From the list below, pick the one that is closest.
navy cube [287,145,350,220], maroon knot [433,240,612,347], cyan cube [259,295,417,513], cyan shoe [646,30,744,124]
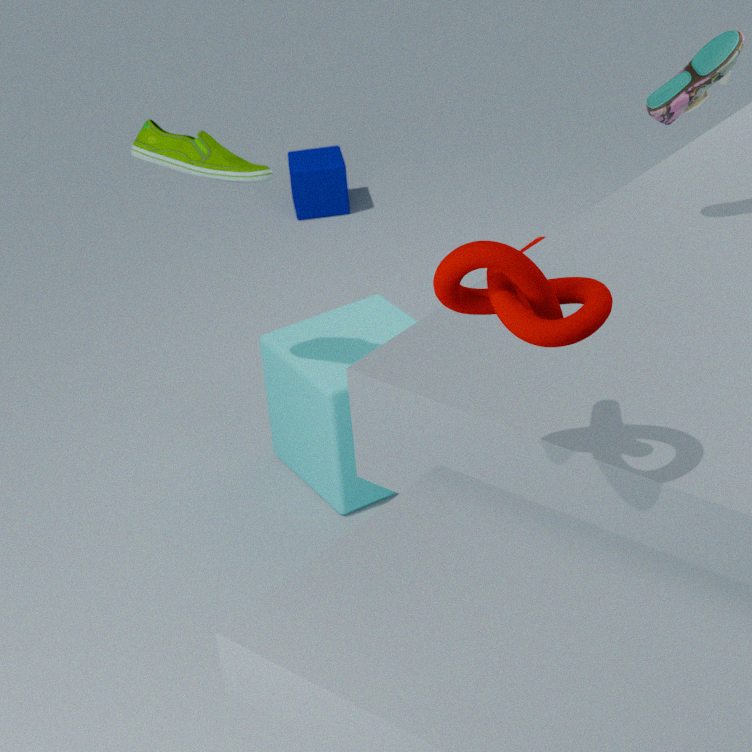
maroon knot [433,240,612,347]
